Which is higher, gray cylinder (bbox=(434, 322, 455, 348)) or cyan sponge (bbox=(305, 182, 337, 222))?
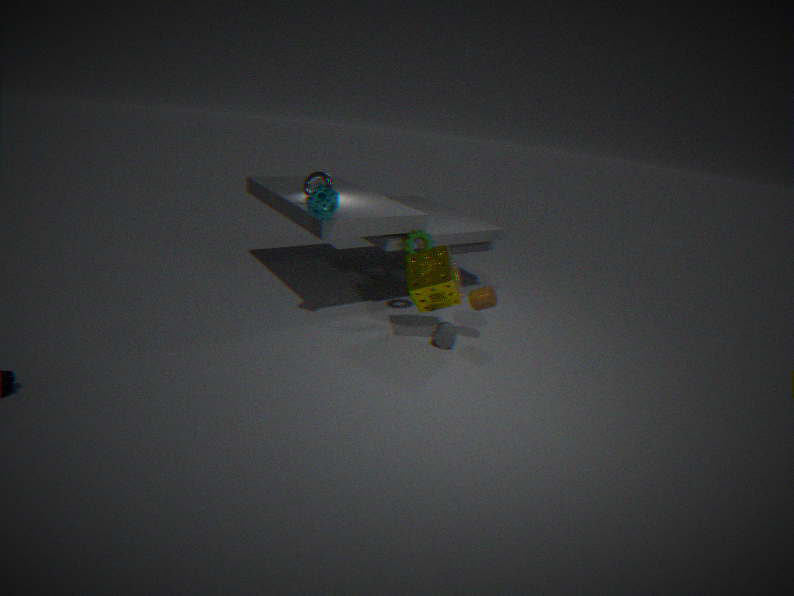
cyan sponge (bbox=(305, 182, 337, 222))
